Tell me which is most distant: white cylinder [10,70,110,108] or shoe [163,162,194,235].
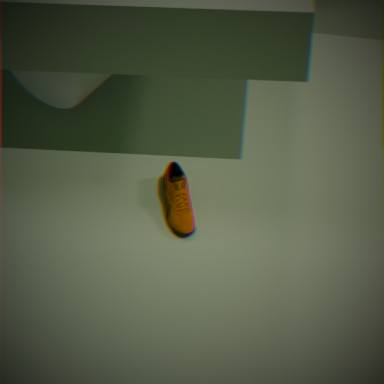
white cylinder [10,70,110,108]
